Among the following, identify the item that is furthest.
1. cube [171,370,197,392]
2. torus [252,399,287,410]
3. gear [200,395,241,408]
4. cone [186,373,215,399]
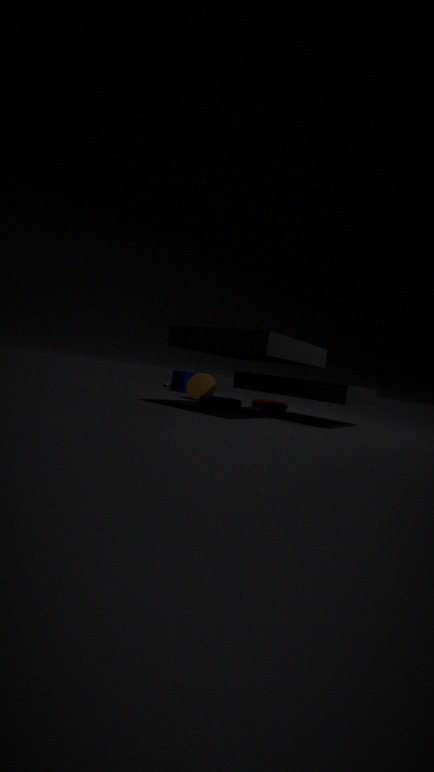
cube [171,370,197,392]
